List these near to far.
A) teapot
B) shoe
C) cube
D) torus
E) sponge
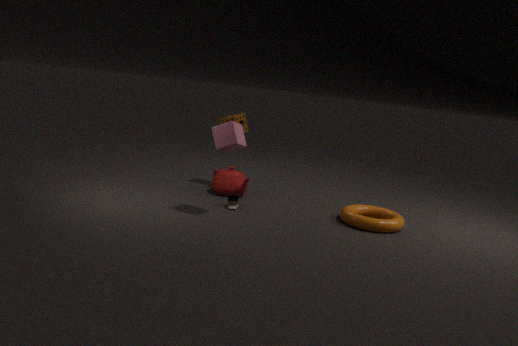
cube, torus, shoe, teapot, sponge
